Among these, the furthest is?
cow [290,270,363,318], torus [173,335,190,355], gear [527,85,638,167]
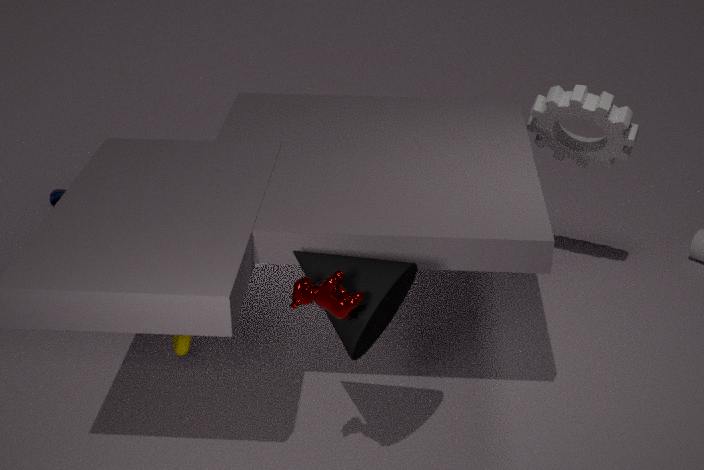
gear [527,85,638,167]
